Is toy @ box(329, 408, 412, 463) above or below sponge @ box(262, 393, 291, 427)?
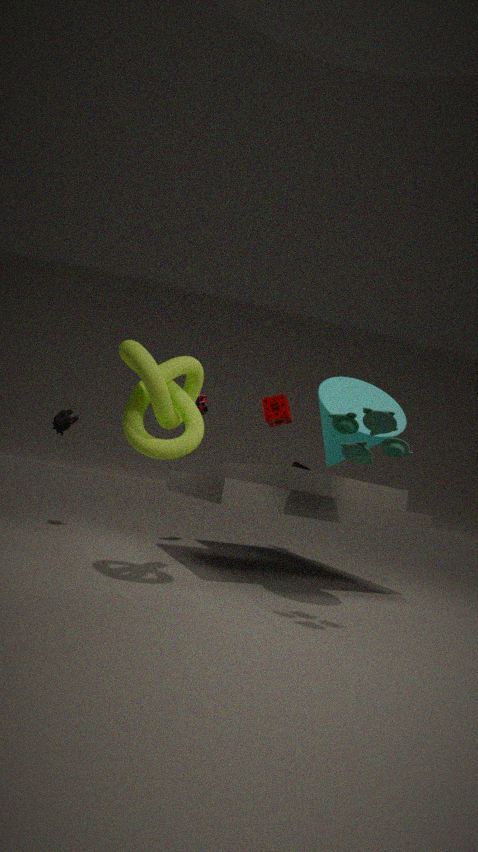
below
